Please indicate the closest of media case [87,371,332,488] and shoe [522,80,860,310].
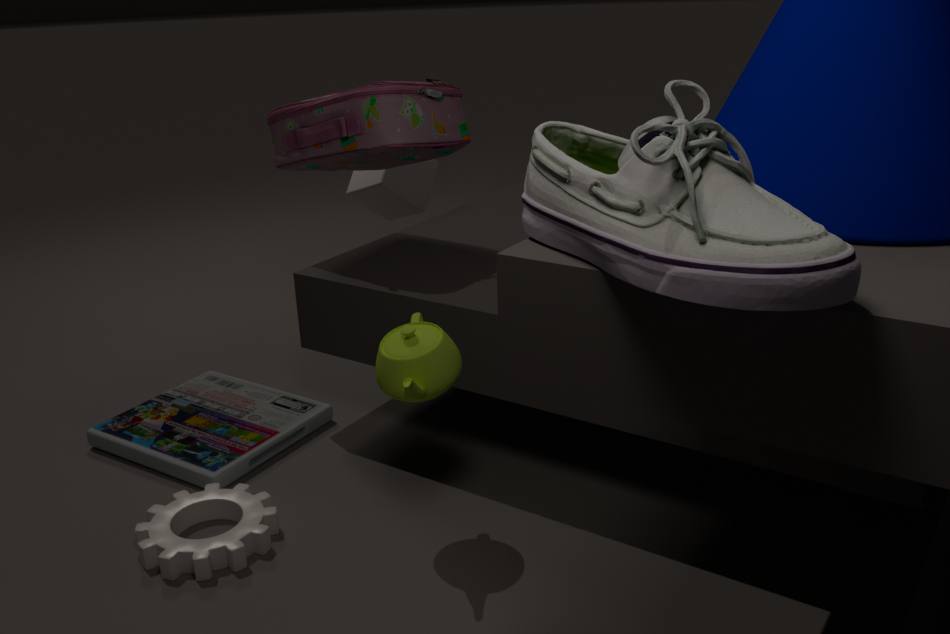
shoe [522,80,860,310]
